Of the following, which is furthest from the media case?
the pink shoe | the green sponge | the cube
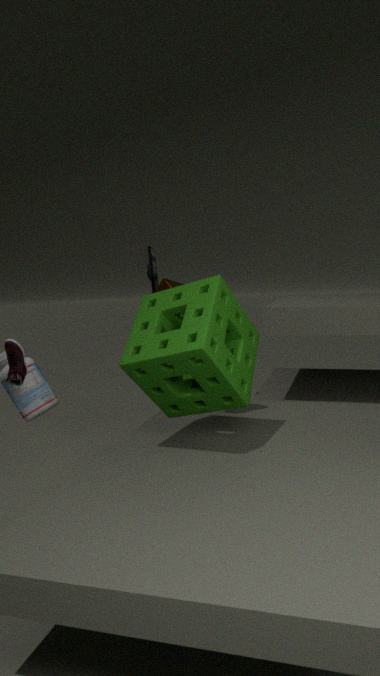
the pink shoe
